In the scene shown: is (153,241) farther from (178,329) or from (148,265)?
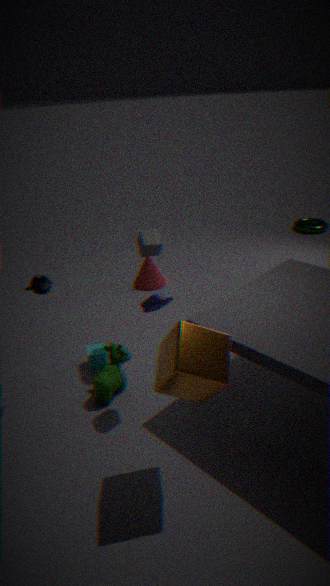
(148,265)
